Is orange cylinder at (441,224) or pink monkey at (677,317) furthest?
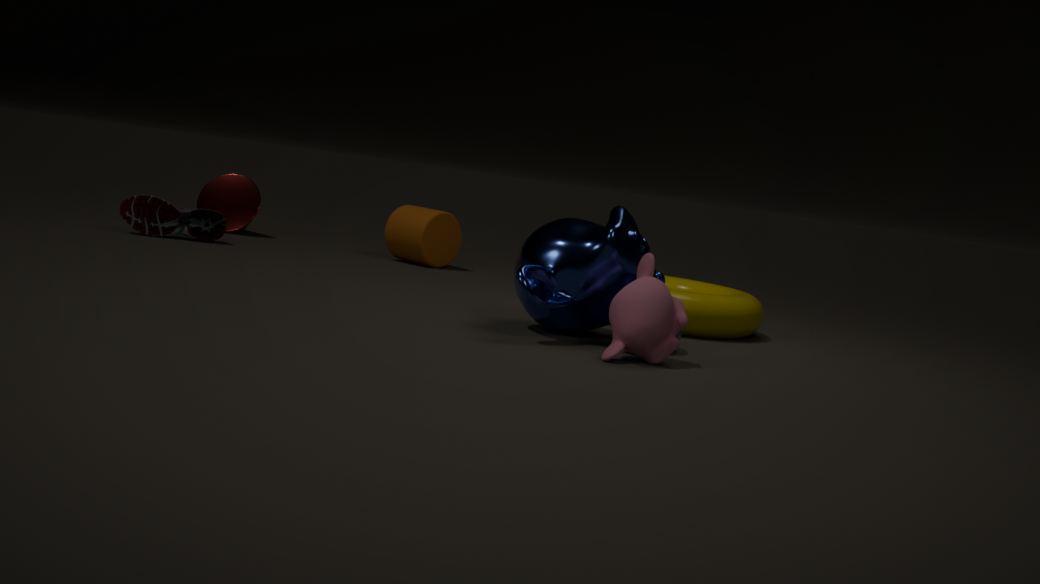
orange cylinder at (441,224)
